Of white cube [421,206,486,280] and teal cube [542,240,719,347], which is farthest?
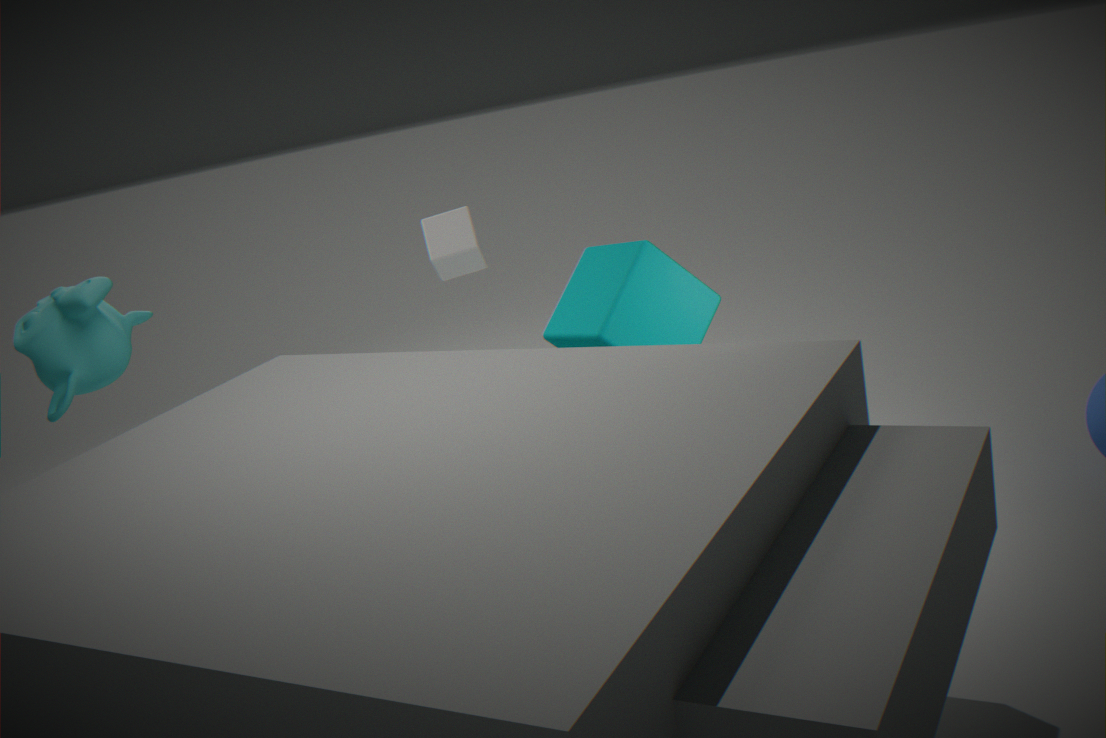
white cube [421,206,486,280]
